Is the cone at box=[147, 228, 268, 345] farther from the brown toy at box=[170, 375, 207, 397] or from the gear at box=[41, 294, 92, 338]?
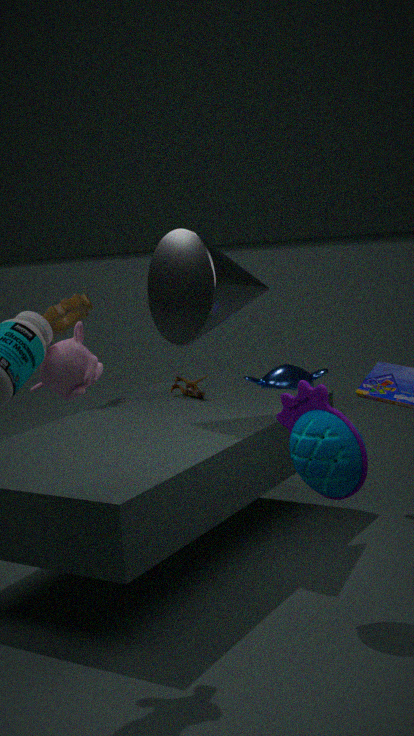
the gear at box=[41, 294, 92, 338]
